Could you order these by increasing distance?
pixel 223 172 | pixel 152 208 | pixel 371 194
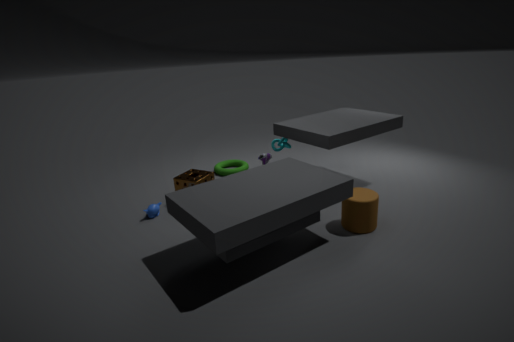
pixel 371 194
pixel 152 208
pixel 223 172
